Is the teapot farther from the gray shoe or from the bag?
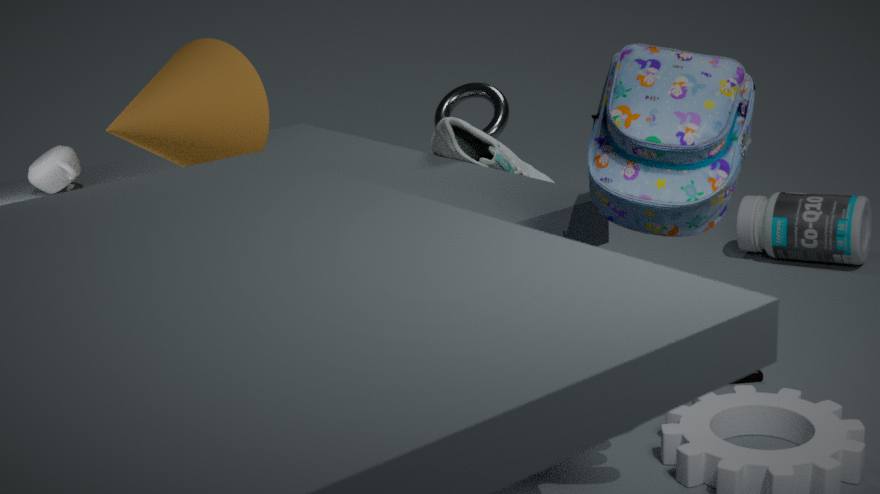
the bag
